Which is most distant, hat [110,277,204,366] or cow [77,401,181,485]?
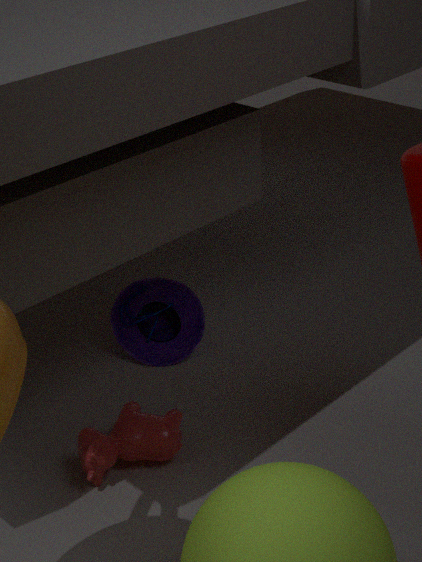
hat [110,277,204,366]
